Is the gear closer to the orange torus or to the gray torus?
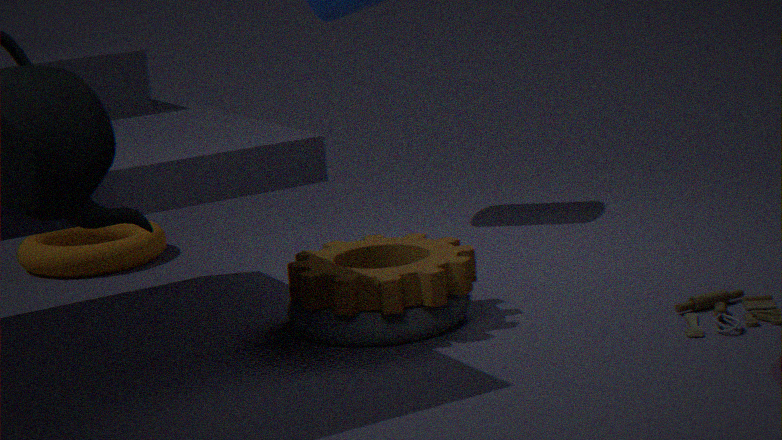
the gray torus
